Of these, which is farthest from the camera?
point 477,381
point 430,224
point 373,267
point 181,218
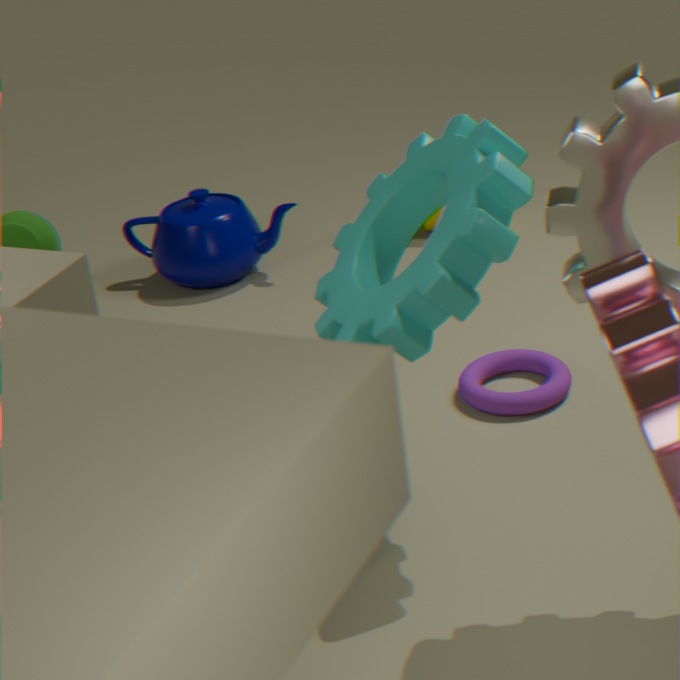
point 430,224
